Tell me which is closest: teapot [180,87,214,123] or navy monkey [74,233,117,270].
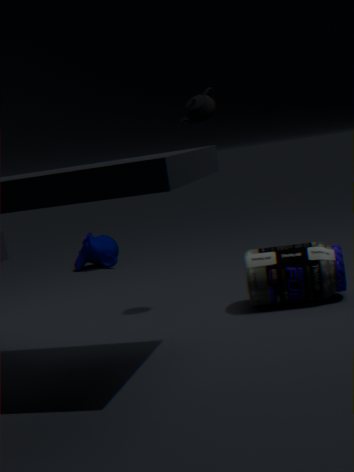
teapot [180,87,214,123]
